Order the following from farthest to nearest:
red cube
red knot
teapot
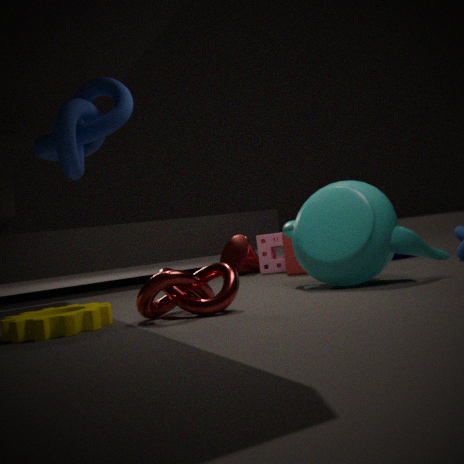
red cube < teapot < red knot
